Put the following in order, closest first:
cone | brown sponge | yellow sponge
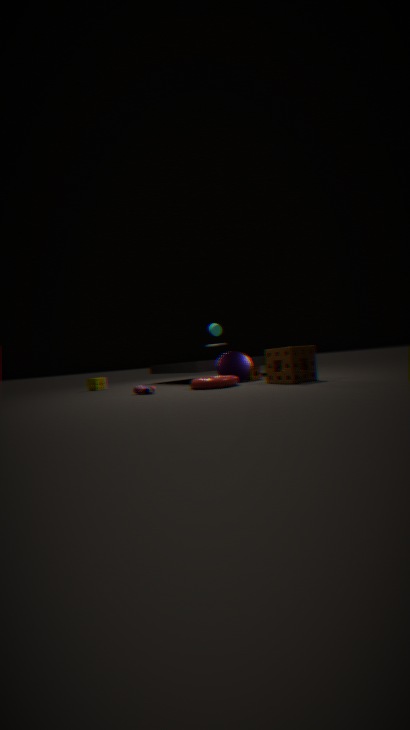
brown sponge, cone, yellow sponge
